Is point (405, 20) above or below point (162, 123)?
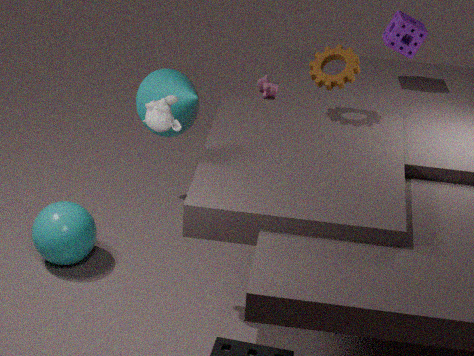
above
